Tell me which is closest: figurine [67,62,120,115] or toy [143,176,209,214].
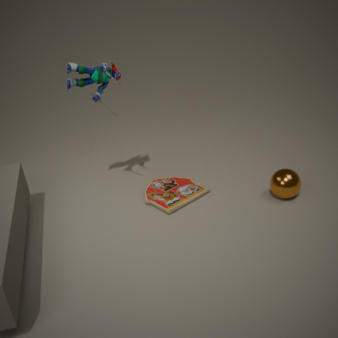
figurine [67,62,120,115]
